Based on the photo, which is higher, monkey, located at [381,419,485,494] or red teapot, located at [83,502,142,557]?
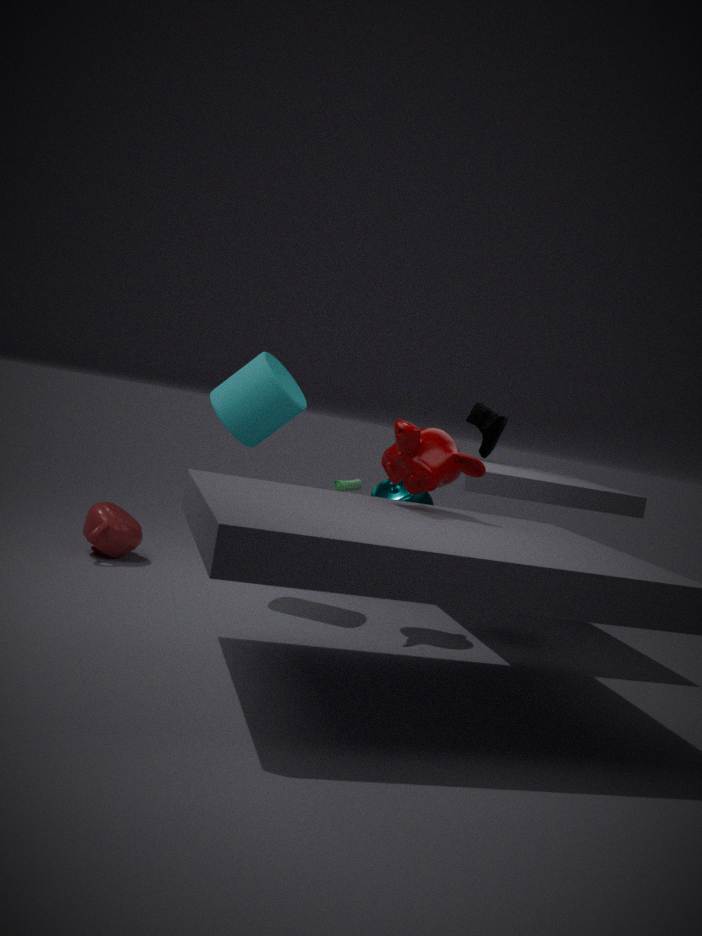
monkey, located at [381,419,485,494]
